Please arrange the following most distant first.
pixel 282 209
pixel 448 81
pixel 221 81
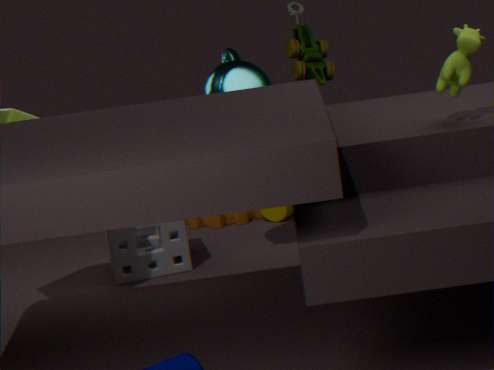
pixel 282 209 < pixel 221 81 < pixel 448 81
